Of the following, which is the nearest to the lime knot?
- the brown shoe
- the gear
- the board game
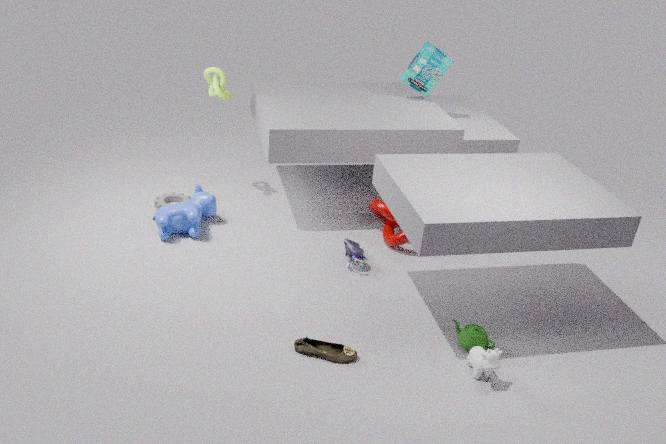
the gear
